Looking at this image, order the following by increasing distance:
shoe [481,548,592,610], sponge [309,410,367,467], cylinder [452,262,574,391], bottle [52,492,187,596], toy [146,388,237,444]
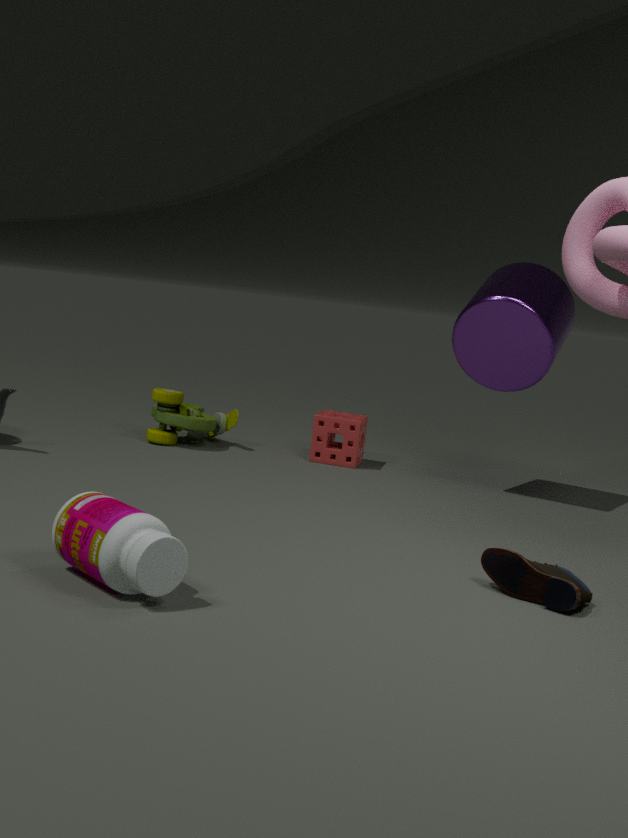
bottle [52,492,187,596]
shoe [481,548,592,610]
cylinder [452,262,574,391]
toy [146,388,237,444]
sponge [309,410,367,467]
